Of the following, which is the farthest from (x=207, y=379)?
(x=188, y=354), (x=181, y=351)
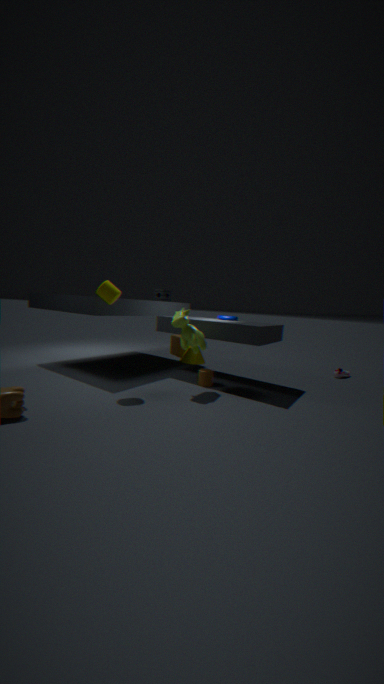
(x=181, y=351)
